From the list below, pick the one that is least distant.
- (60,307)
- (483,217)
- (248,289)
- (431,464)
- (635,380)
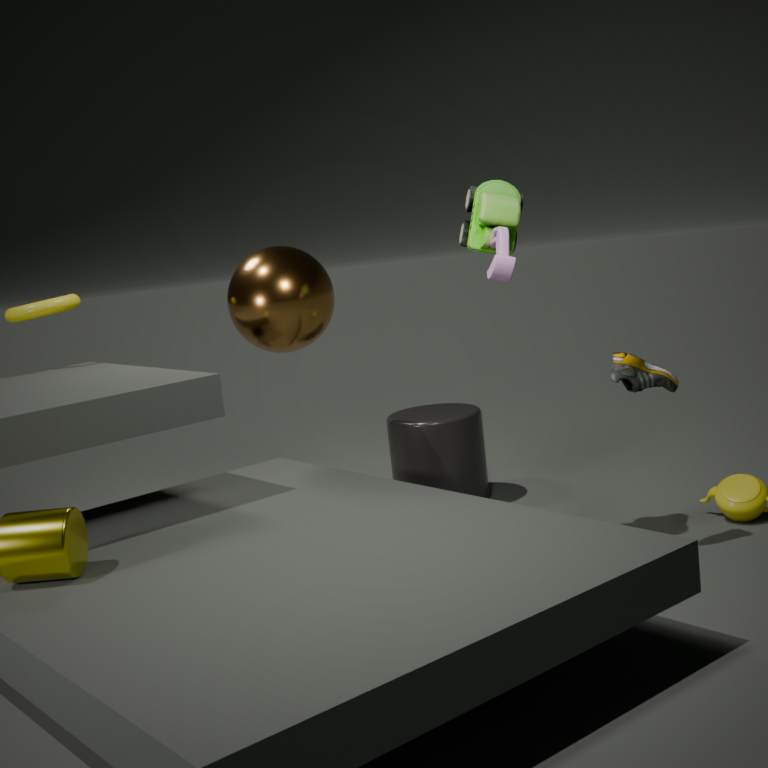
(483,217)
